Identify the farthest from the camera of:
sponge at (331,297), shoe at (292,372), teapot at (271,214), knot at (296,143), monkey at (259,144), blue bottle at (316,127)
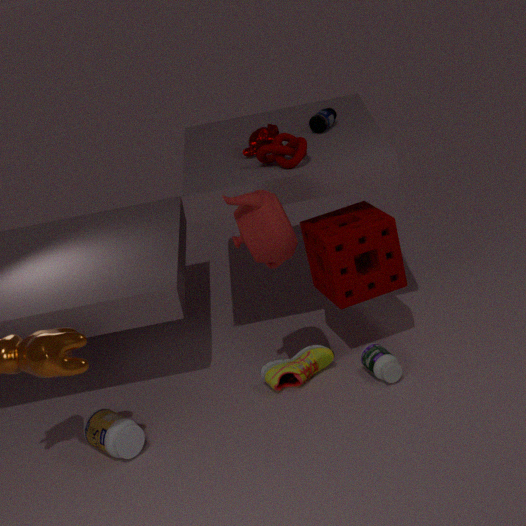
blue bottle at (316,127)
